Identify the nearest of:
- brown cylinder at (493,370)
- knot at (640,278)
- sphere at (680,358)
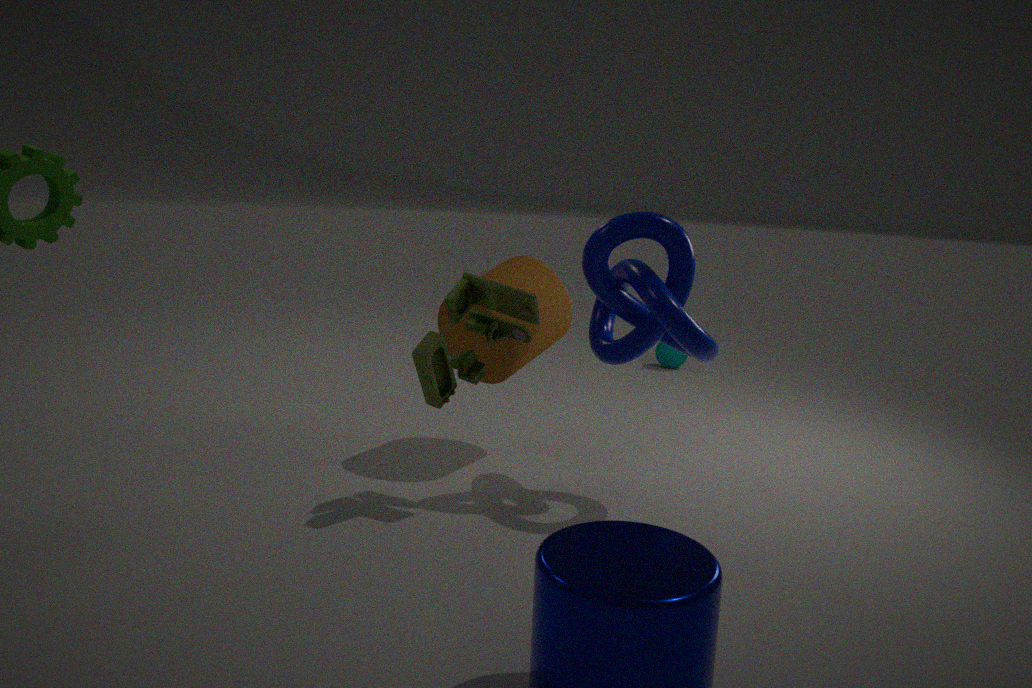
knot at (640,278)
